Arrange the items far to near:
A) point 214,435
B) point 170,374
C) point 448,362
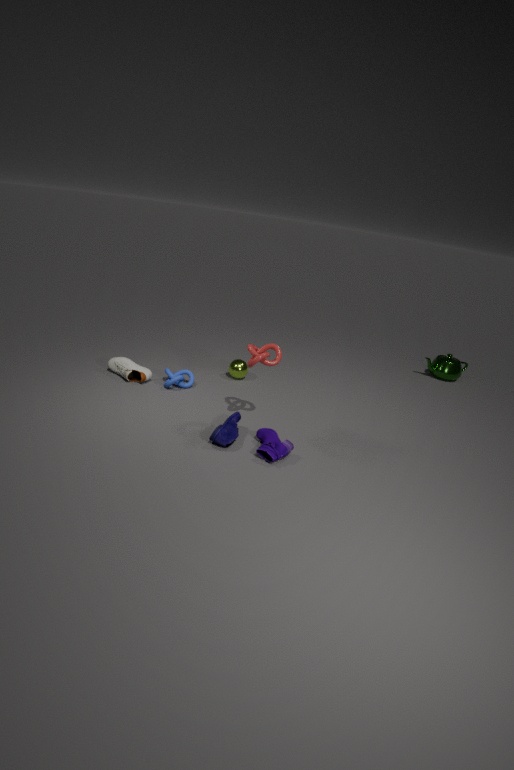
point 448,362 < point 170,374 < point 214,435
